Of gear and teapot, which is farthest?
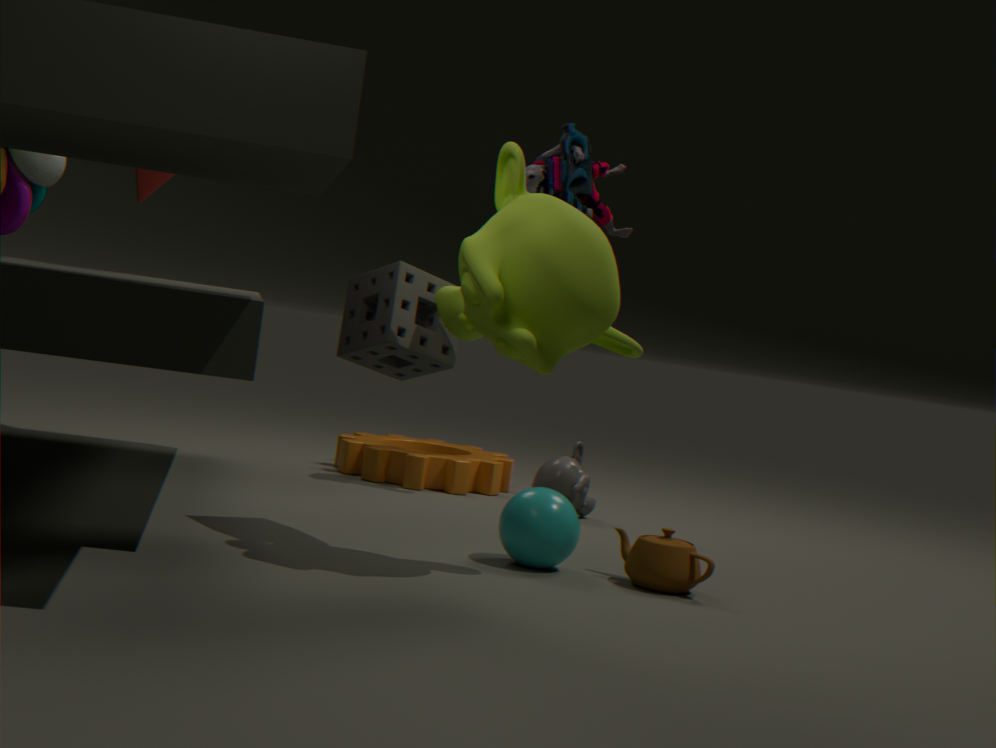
gear
